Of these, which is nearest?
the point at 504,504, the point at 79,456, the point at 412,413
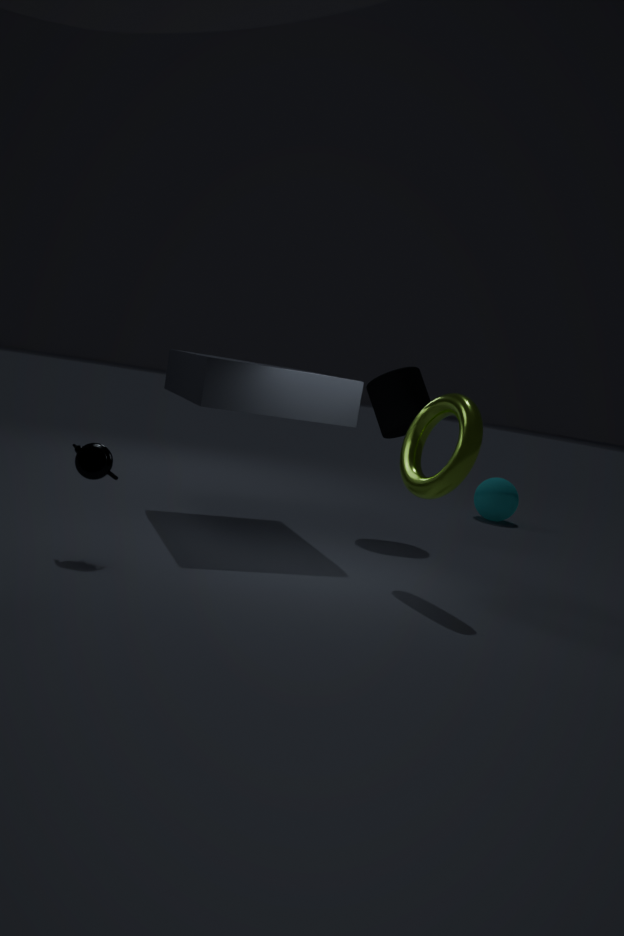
the point at 79,456
